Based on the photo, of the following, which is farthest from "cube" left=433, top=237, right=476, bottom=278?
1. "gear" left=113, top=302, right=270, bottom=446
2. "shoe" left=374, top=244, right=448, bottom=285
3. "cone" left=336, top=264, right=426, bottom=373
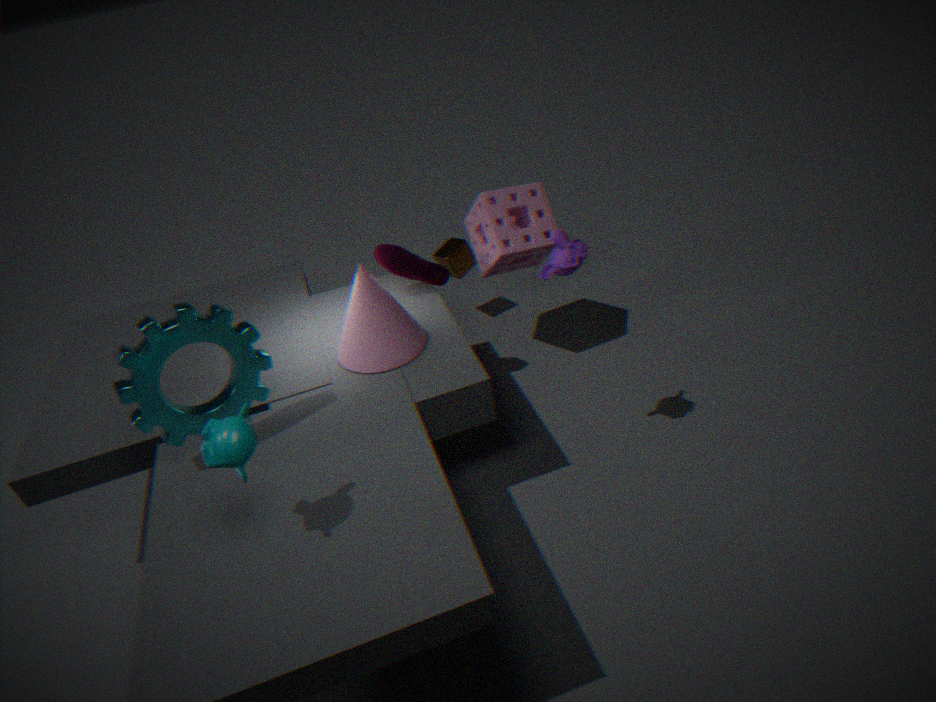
"gear" left=113, top=302, right=270, bottom=446
